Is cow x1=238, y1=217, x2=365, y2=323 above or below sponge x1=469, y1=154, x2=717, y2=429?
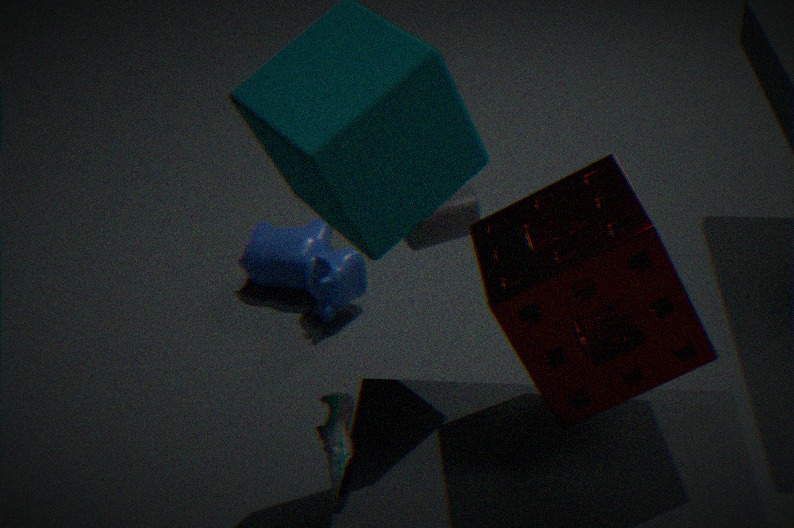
below
